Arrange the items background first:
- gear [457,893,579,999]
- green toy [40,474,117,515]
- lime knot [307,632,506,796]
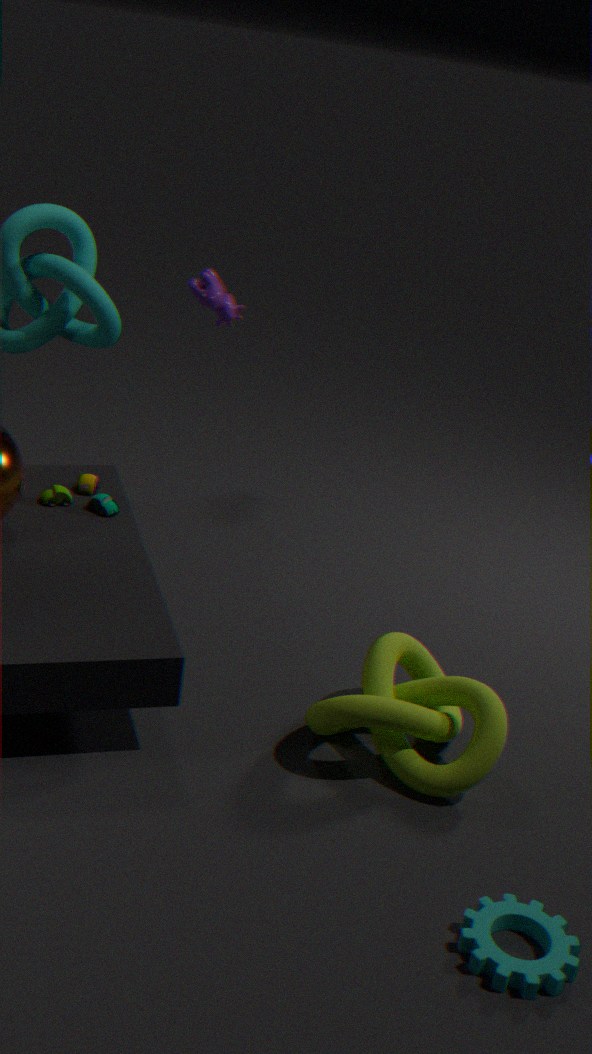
green toy [40,474,117,515] < lime knot [307,632,506,796] < gear [457,893,579,999]
